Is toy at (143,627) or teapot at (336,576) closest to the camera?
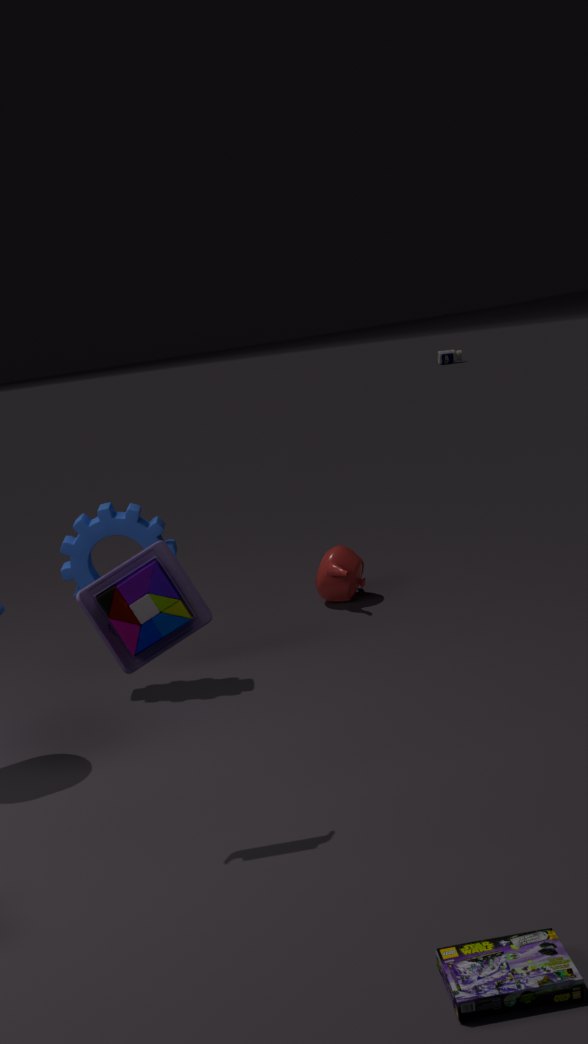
toy at (143,627)
